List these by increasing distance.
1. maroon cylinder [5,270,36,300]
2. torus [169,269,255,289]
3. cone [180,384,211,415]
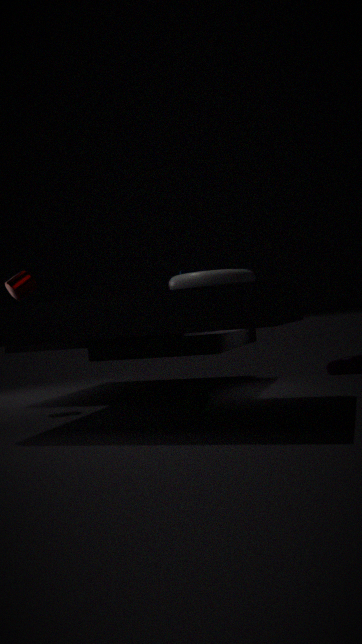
torus [169,269,255,289] → cone [180,384,211,415] → maroon cylinder [5,270,36,300]
